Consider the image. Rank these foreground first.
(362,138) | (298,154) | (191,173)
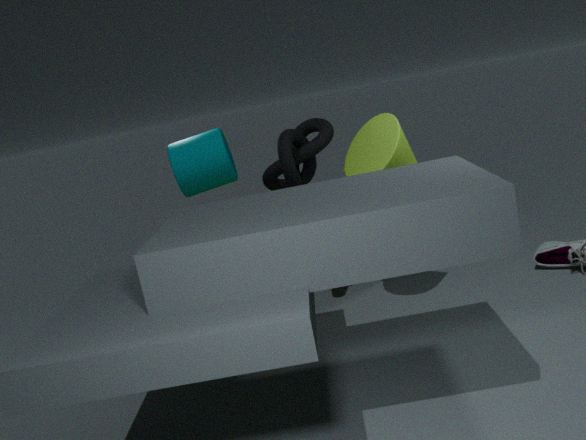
(362,138), (298,154), (191,173)
